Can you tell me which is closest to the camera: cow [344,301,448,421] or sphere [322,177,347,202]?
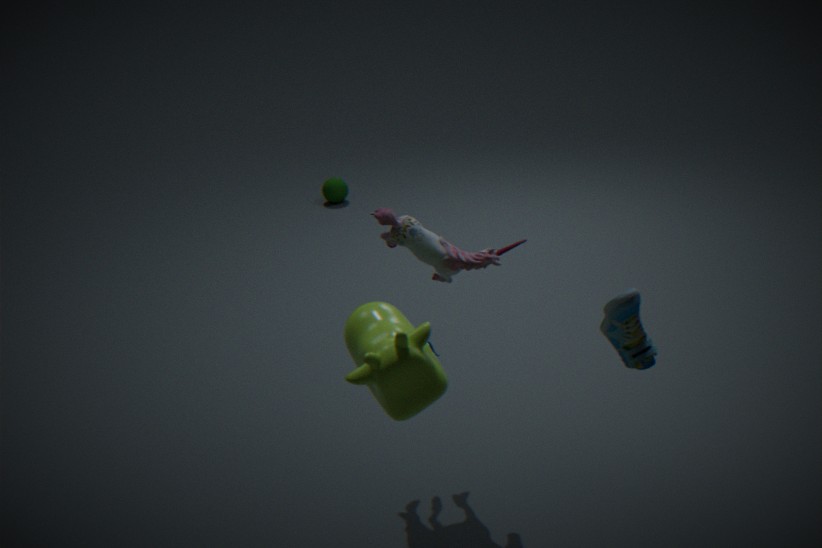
cow [344,301,448,421]
